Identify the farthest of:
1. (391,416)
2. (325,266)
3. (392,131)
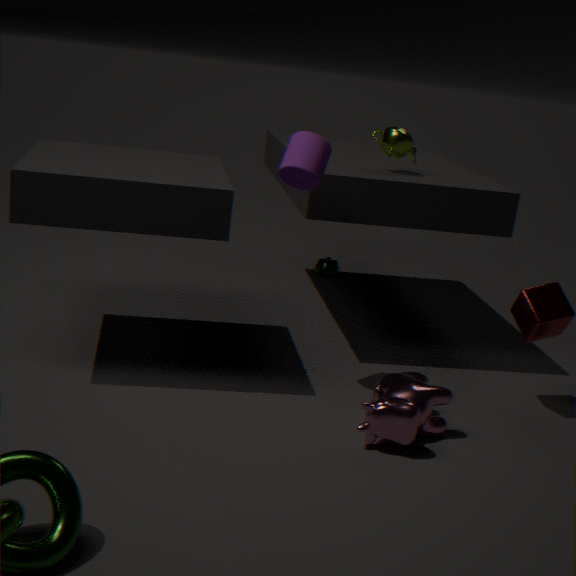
(325,266)
